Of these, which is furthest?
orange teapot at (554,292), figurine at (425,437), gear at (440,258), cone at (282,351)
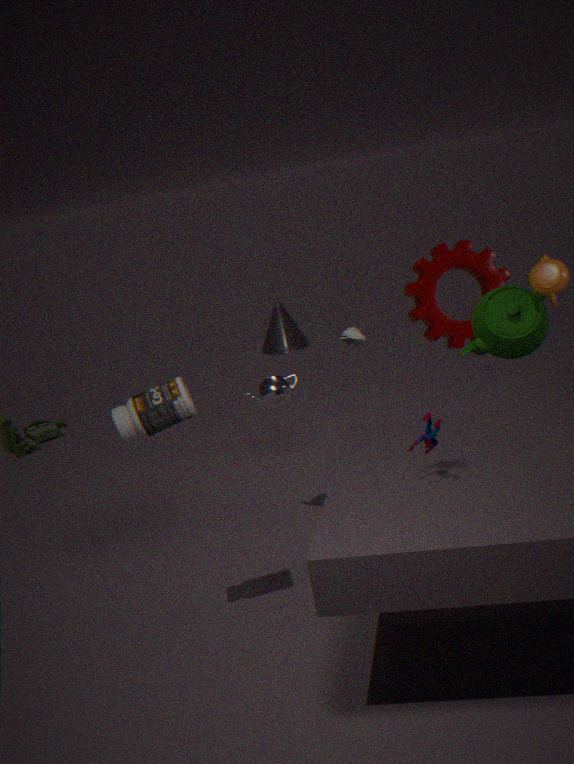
cone at (282,351)
